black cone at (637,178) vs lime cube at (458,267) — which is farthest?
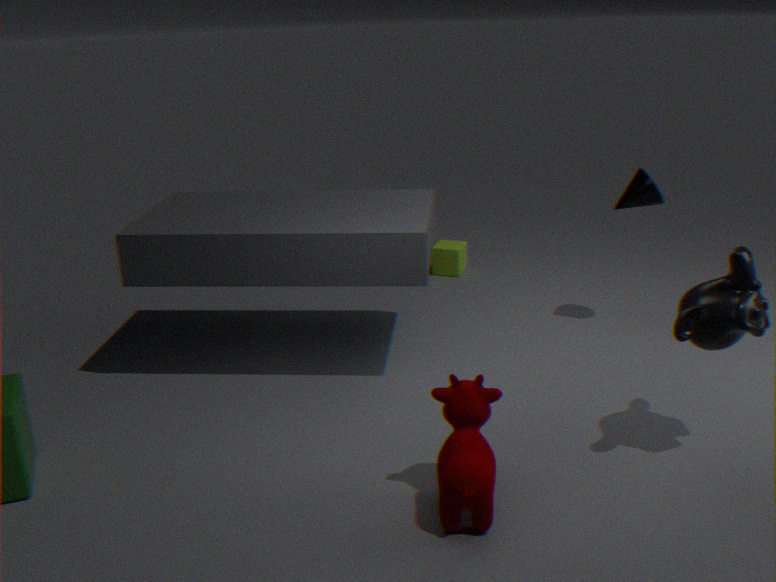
lime cube at (458,267)
